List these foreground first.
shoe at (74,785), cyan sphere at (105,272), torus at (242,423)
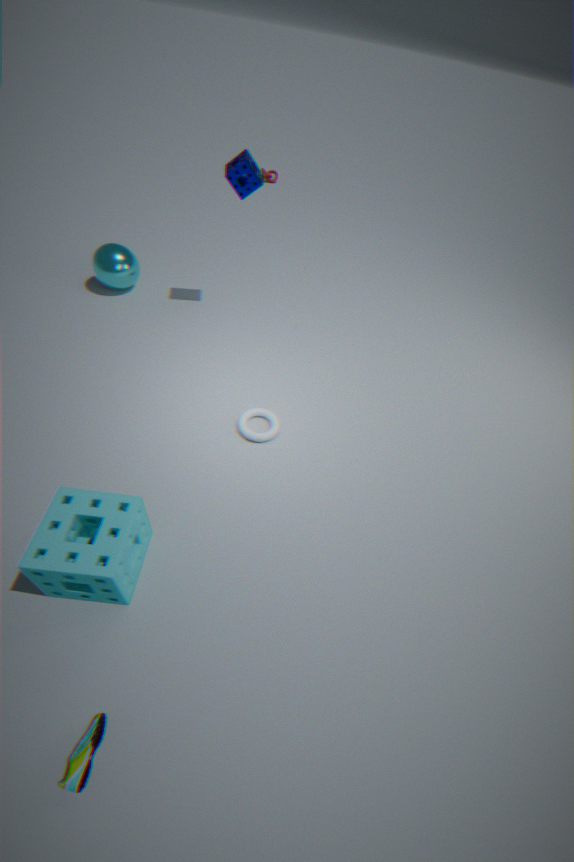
1. shoe at (74,785)
2. torus at (242,423)
3. cyan sphere at (105,272)
